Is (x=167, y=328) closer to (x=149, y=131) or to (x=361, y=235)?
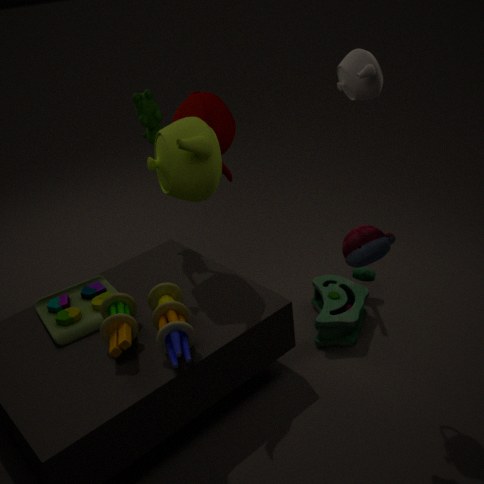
(x=361, y=235)
